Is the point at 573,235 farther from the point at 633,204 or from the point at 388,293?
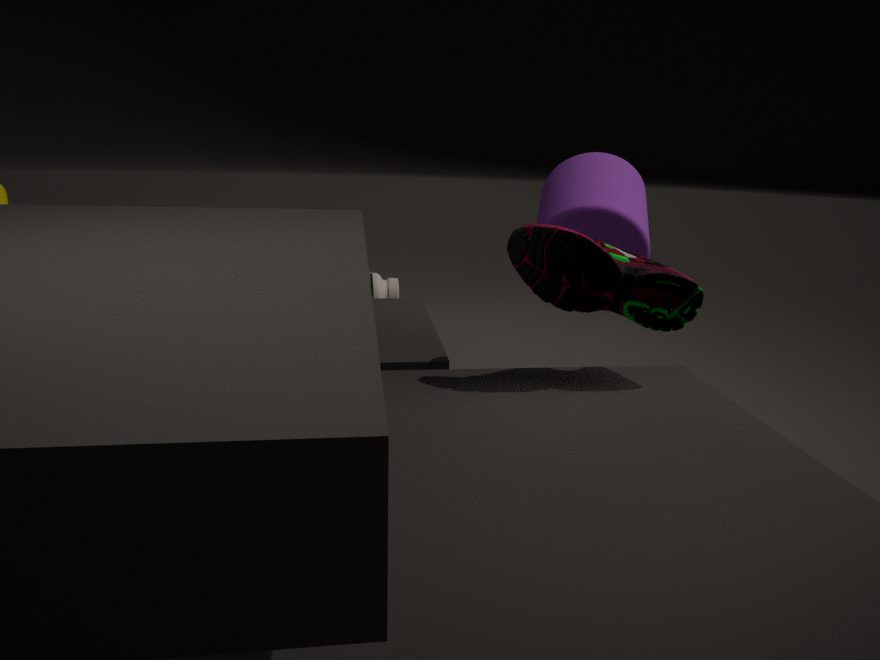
the point at 388,293
